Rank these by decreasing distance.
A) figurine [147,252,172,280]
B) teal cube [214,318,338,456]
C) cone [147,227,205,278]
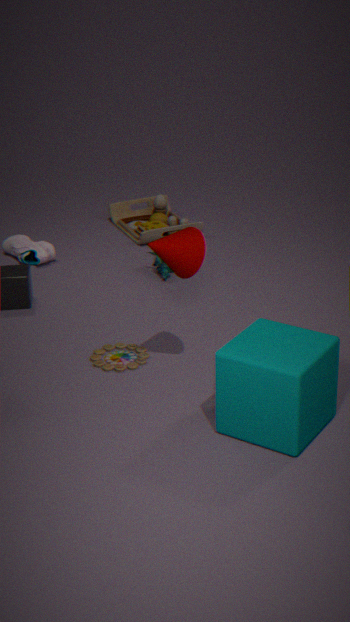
1. figurine [147,252,172,280]
2. cone [147,227,205,278]
3. teal cube [214,318,338,456]
